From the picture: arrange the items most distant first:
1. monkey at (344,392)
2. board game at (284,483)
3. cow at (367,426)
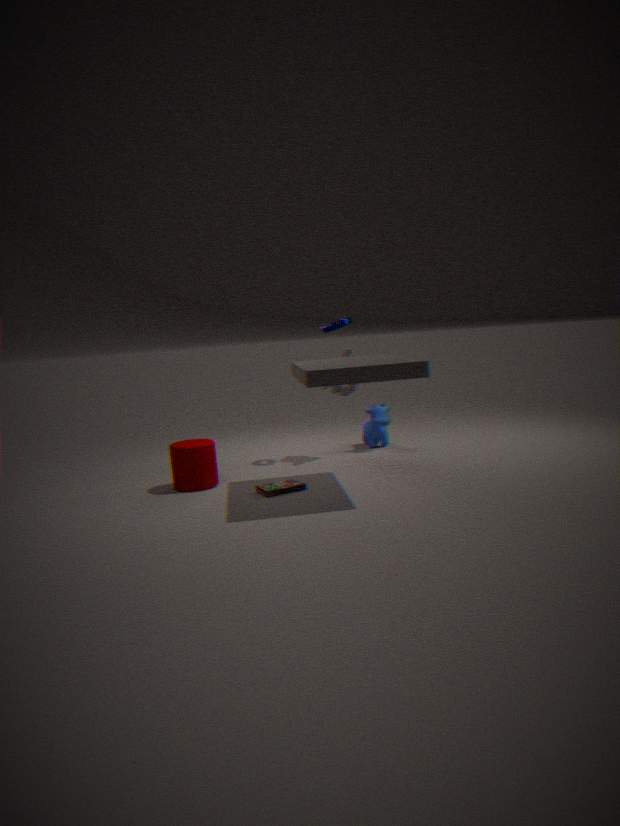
cow at (367,426) < monkey at (344,392) < board game at (284,483)
